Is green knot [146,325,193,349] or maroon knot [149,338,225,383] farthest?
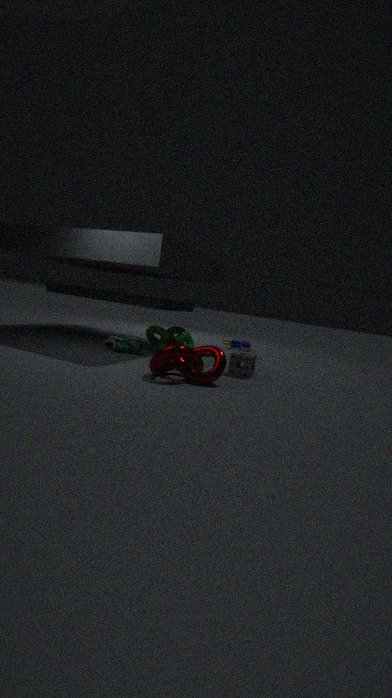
green knot [146,325,193,349]
